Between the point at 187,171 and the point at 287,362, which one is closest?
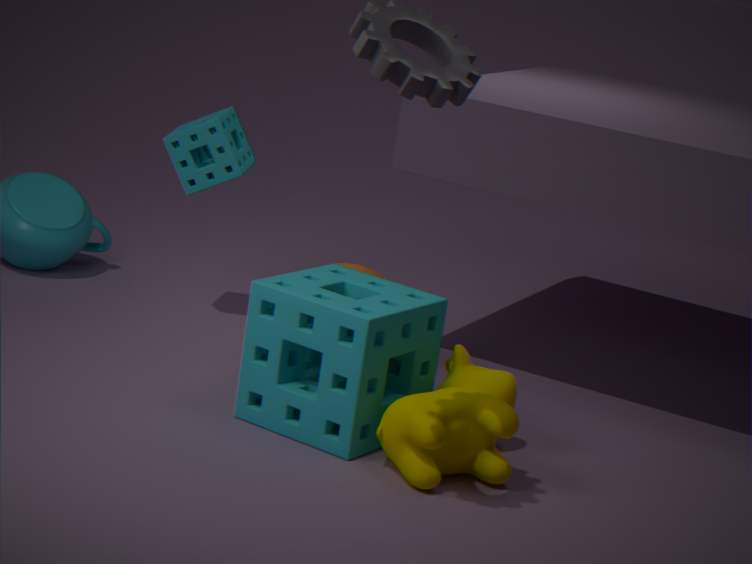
the point at 287,362
